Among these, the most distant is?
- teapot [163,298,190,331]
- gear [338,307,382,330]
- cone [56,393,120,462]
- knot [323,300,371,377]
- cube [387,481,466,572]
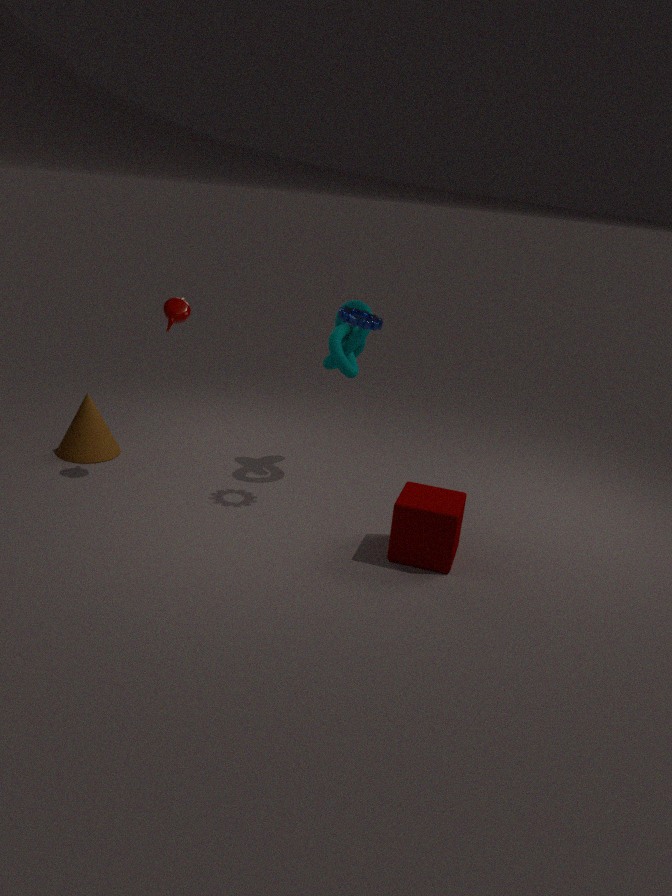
cone [56,393,120,462]
